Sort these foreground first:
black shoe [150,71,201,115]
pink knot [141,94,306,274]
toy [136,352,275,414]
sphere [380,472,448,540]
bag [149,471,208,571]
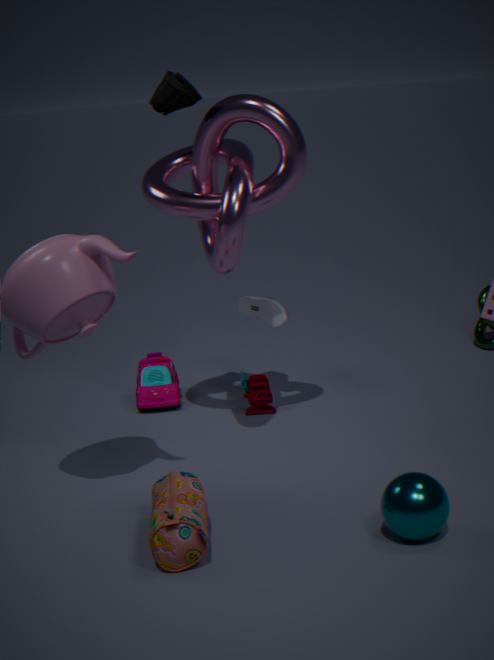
bag [149,471,208,571], sphere [380,472,448,540], pink knot [141,94,306,274], black shoe [150,71,201,115], toy [136,352,275,414]
